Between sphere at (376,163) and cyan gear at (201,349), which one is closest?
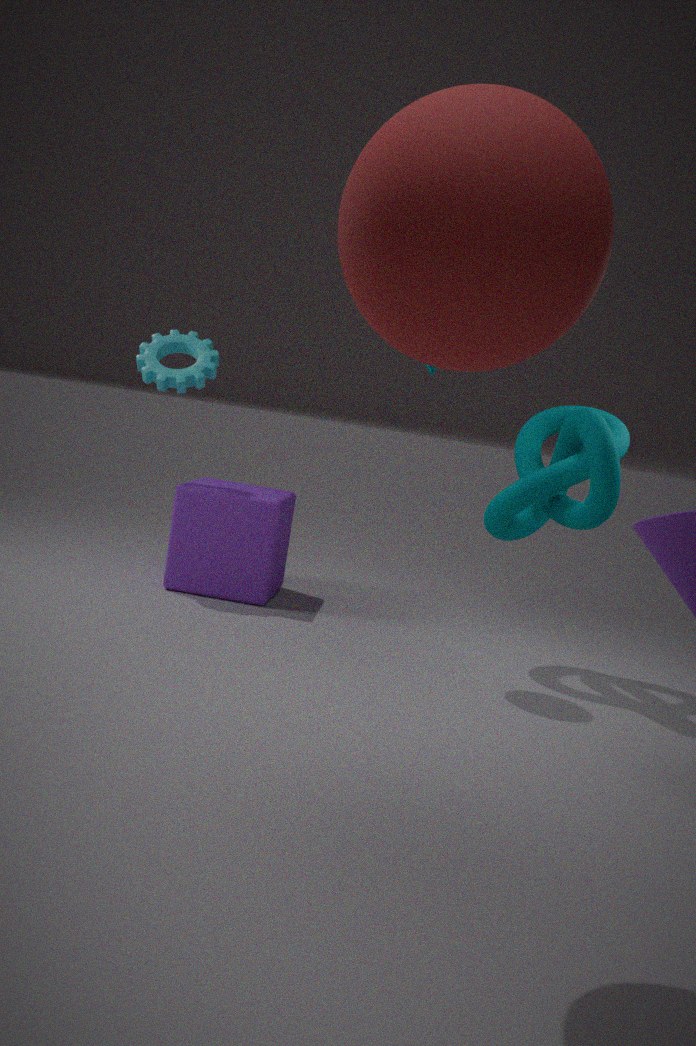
sphere at (376,163)
